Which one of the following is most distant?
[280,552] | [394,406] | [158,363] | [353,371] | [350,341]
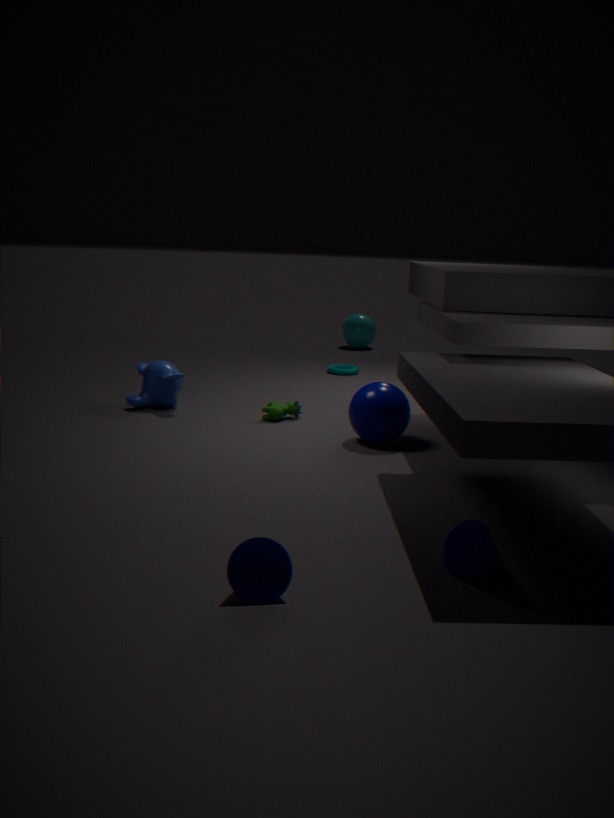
[350,341]
